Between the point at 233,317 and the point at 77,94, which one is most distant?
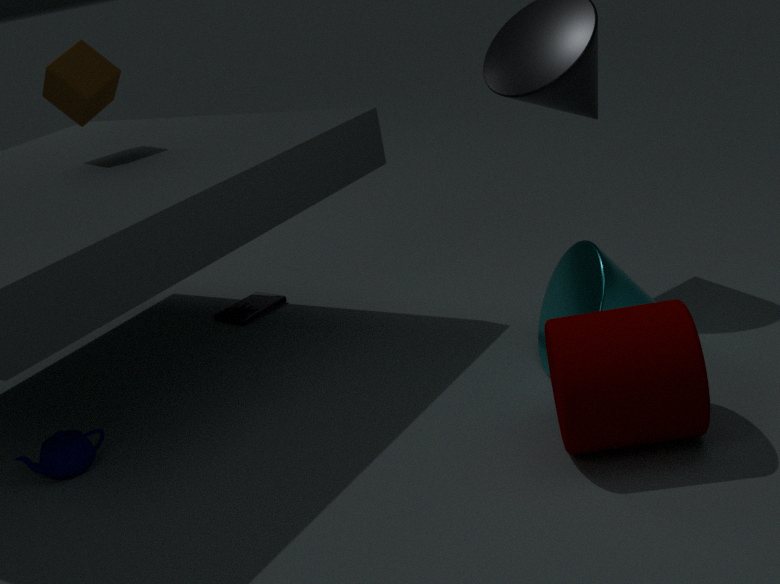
the point at 233,317
